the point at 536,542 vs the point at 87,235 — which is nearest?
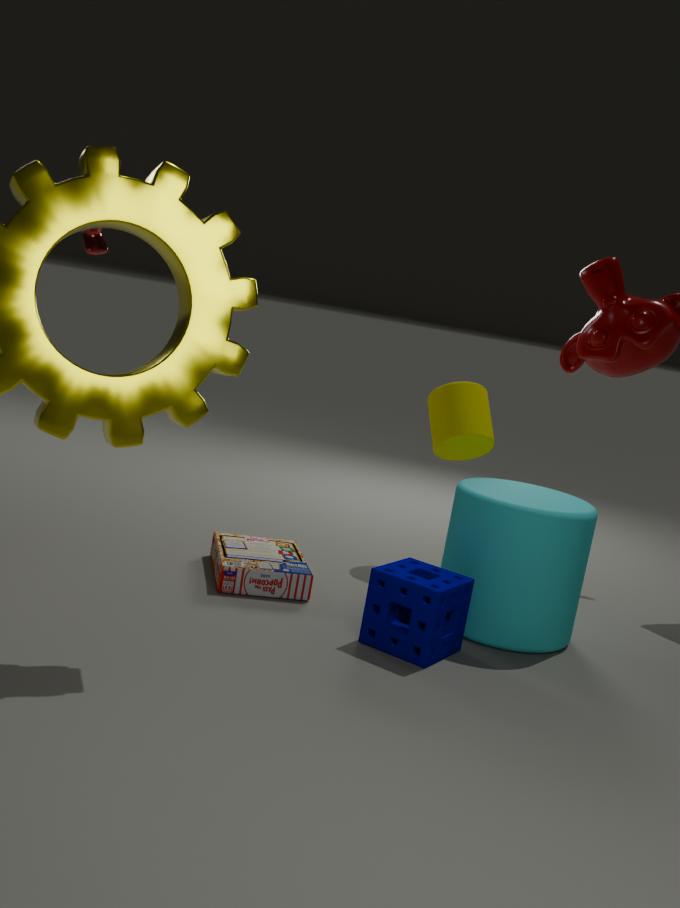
the point at 536,542
